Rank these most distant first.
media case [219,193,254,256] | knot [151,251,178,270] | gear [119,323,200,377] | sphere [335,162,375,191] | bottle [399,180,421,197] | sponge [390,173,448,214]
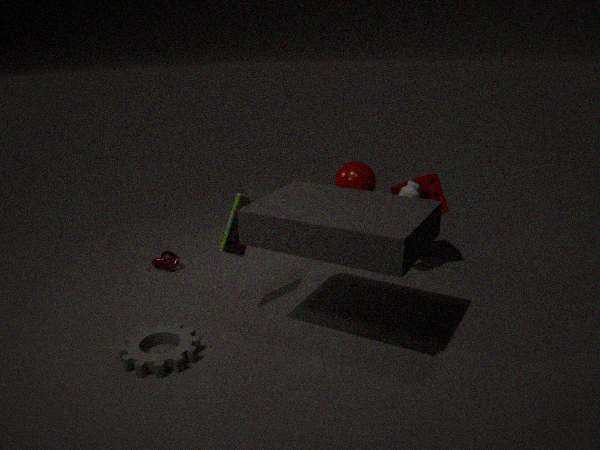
knot [151,251,178,270] → sponge [390,173,448,214] → sphere [335,162,375,191] → bottle [399,180,421,197] → media case [219,193,254,256] → gear [119,323,200,377]
